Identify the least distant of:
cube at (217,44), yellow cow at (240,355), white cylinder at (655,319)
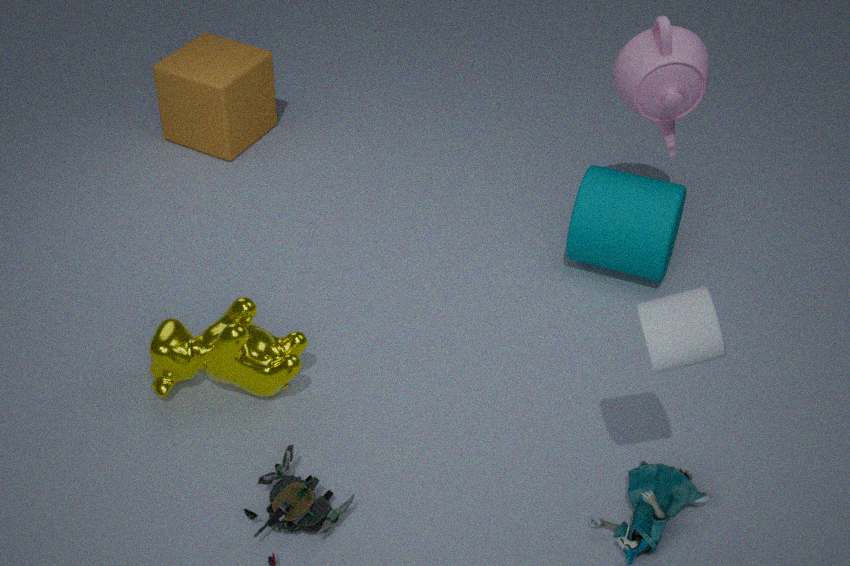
white cylinder at (655,319)
